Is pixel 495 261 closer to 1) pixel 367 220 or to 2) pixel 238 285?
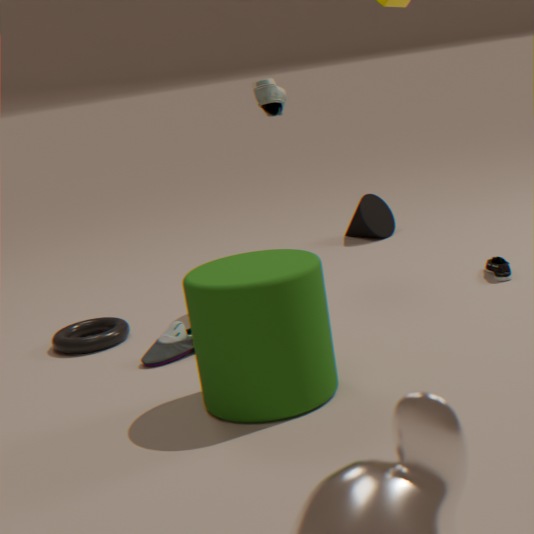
1) pixel 367 220
